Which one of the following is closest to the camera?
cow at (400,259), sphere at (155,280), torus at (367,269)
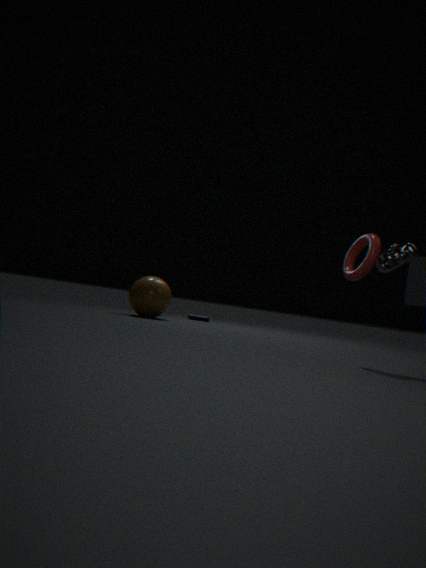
torus at (367,269)
